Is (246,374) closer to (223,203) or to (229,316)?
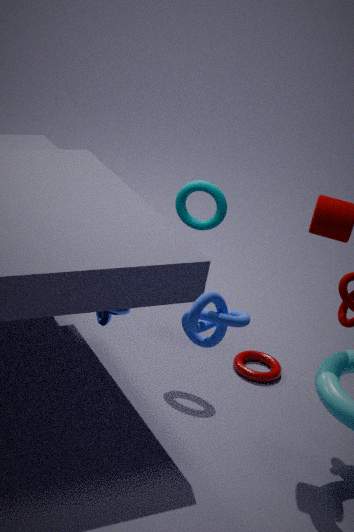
(223,203)
